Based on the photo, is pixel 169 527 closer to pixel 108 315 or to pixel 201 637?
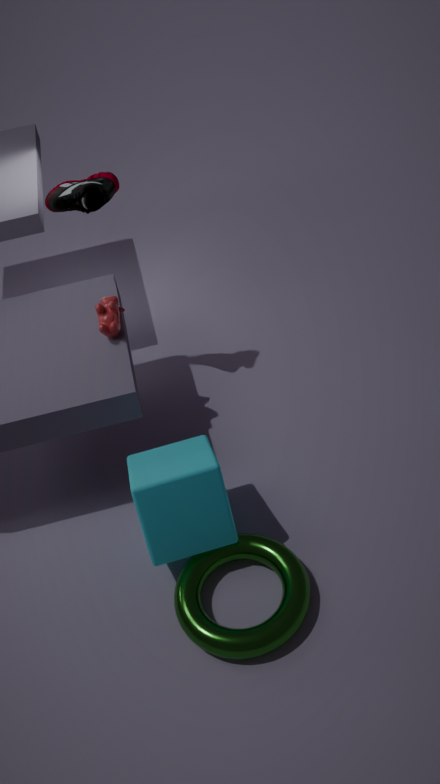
pixel 201 637
